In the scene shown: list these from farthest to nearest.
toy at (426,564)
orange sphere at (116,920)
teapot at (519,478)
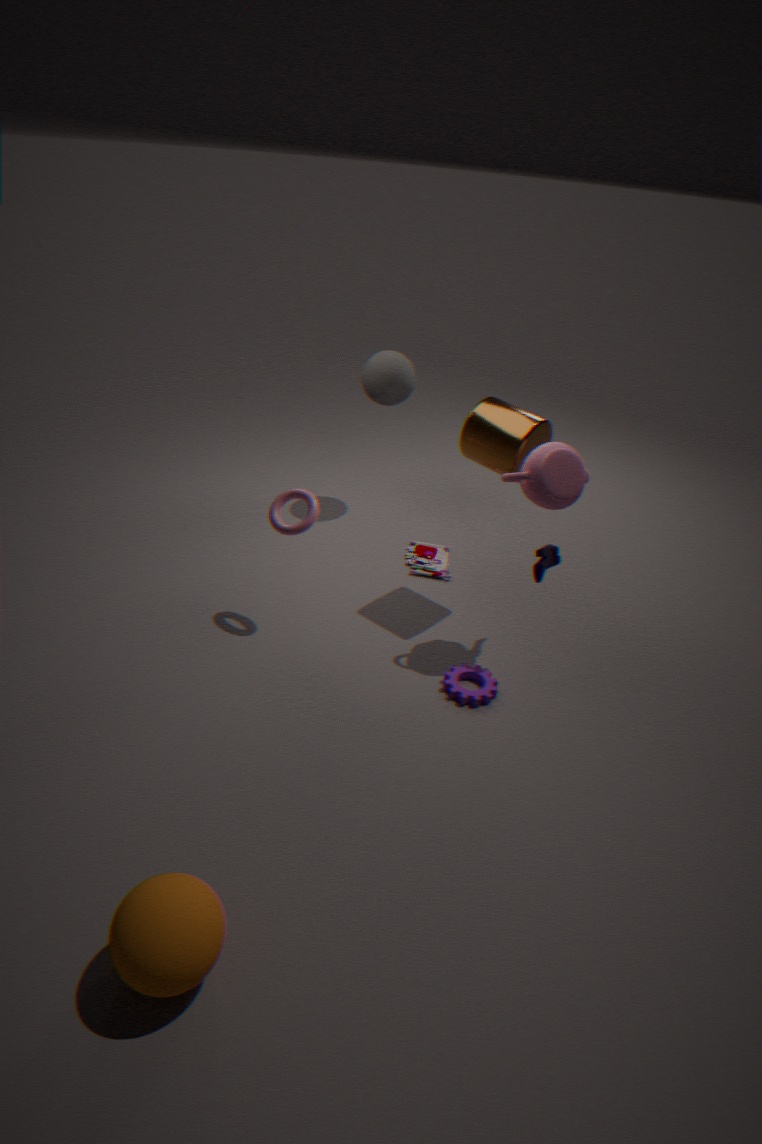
toy at (426,564)
teapot at (519,478)
orange sphere at (116,920)
